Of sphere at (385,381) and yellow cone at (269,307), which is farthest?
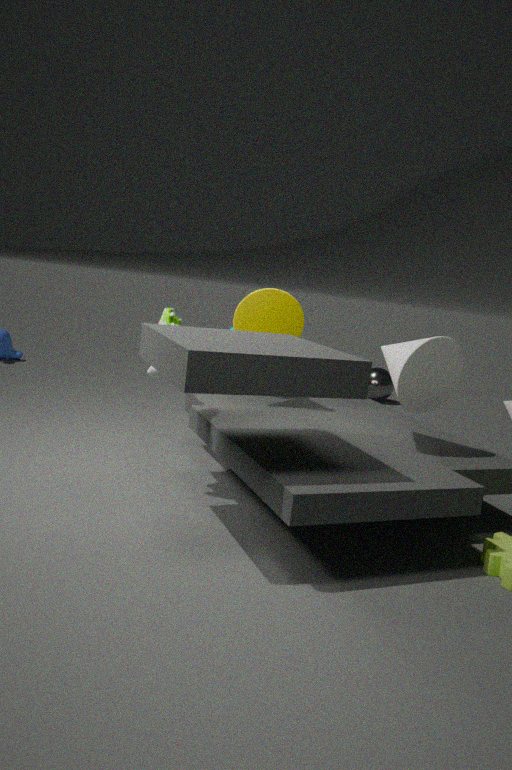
sphere at (385,381)
